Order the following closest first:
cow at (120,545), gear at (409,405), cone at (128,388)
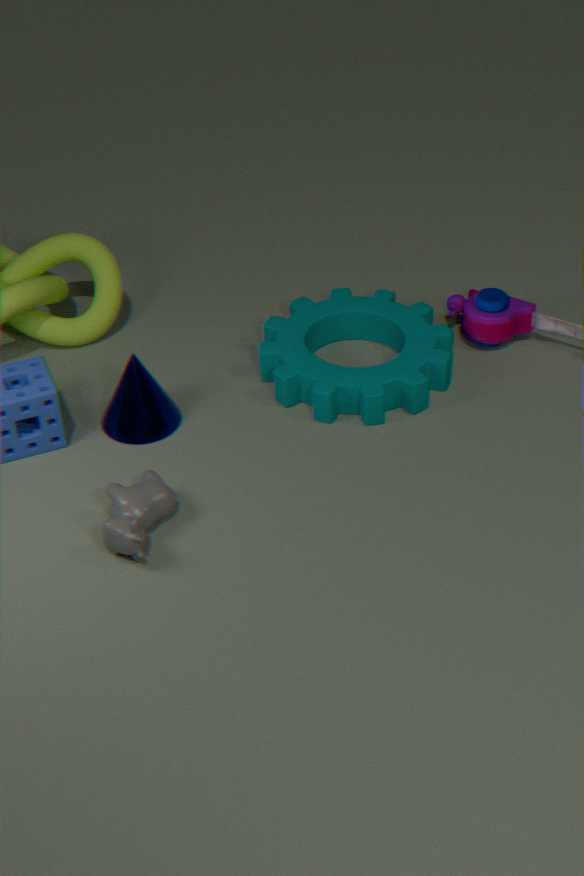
cow at (120,545) → cone at (128,388) → gear at (409,405)
